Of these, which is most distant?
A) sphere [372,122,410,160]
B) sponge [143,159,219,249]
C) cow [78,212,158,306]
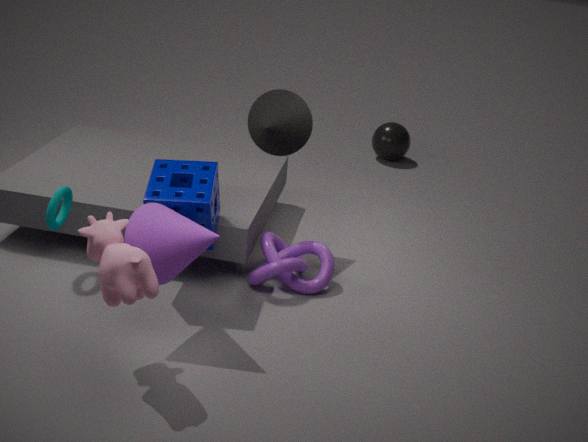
sphere [372,122,410,160]
